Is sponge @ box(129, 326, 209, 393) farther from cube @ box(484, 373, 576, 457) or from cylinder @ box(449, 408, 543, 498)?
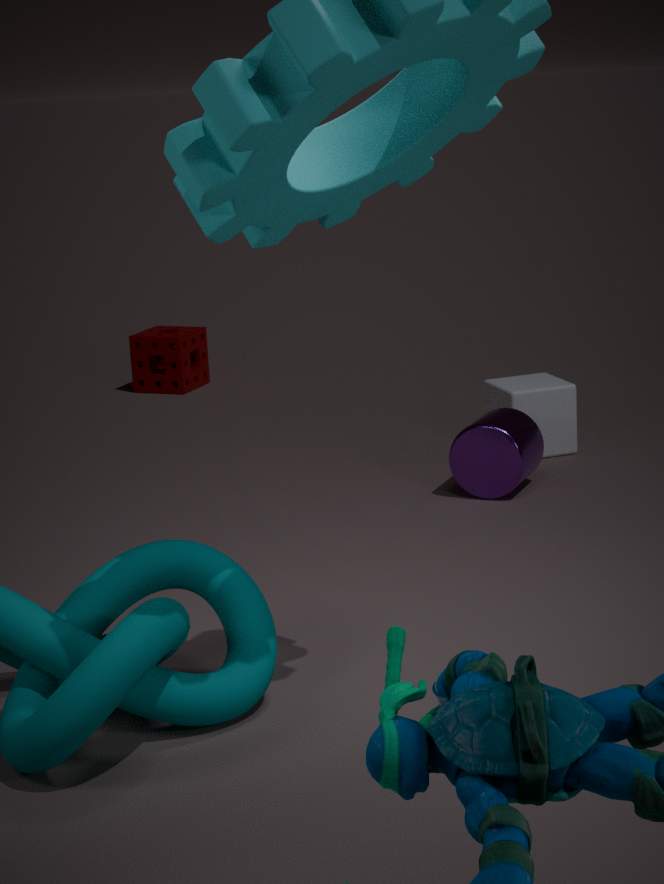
cylinder @ box(449, 408, 543, 498)
